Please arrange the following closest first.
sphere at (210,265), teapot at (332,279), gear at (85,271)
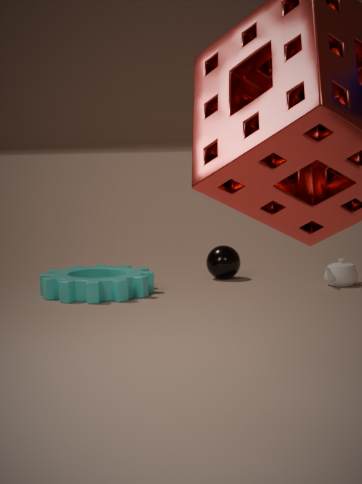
gear at (85,271)
teapot at (332,279)
sphere at (210,265)
